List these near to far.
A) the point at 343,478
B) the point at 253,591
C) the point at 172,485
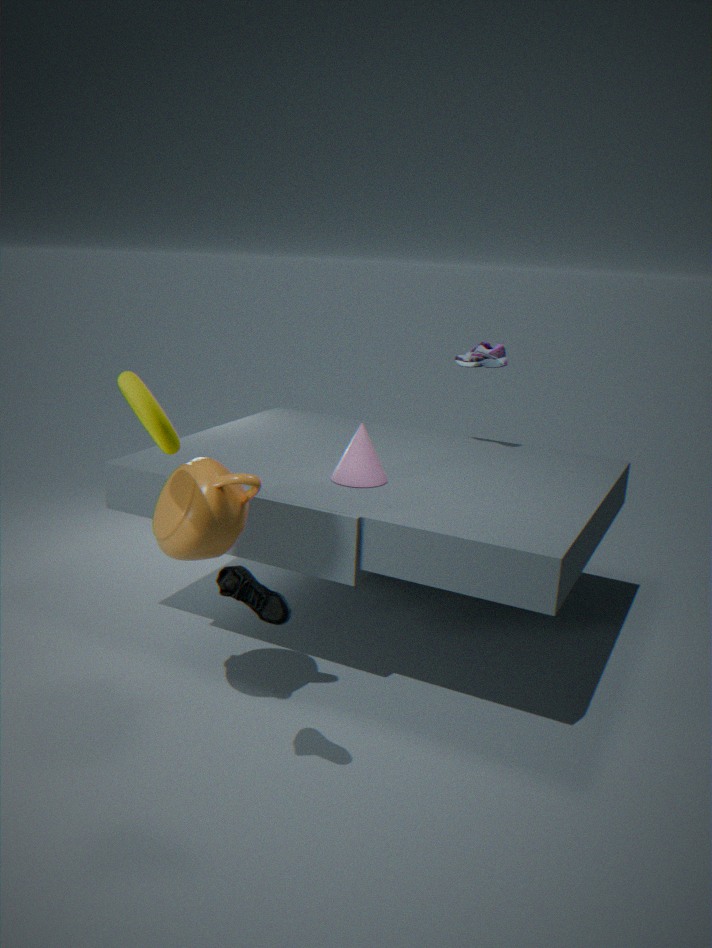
the point at 253,591 < the point at 172,485 < the point at 343,478
